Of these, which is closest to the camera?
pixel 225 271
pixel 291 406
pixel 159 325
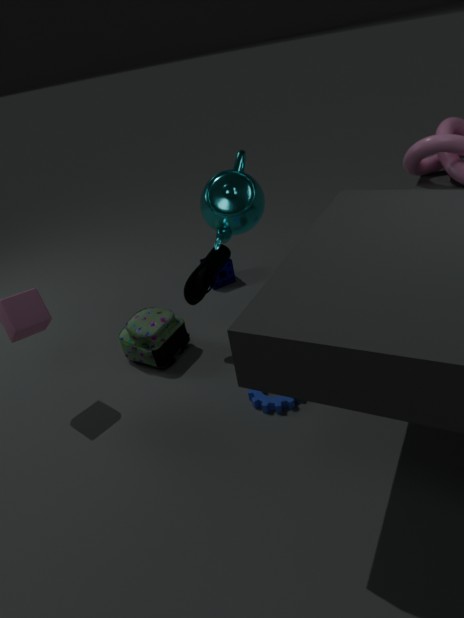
pixel 291 406
